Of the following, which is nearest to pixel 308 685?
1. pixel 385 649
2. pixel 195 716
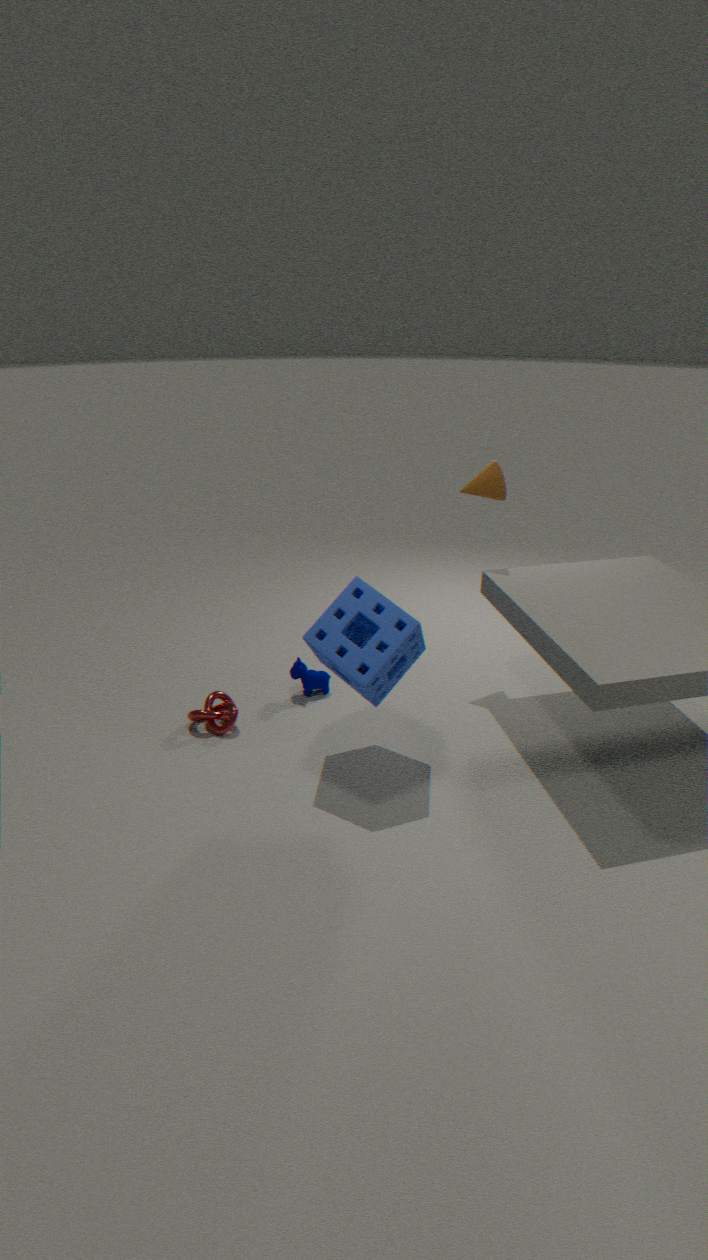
pixel 195 716
